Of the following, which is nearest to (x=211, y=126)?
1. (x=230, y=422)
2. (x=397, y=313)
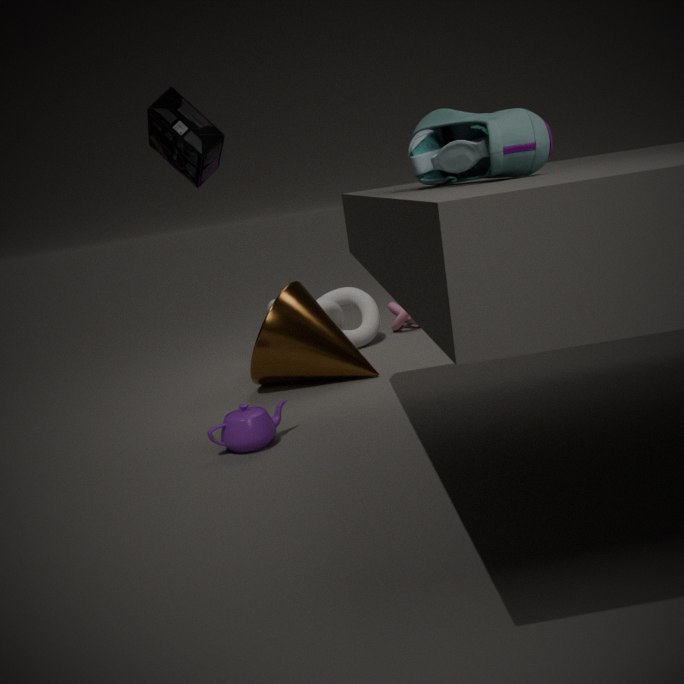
(x=230, y=422)
